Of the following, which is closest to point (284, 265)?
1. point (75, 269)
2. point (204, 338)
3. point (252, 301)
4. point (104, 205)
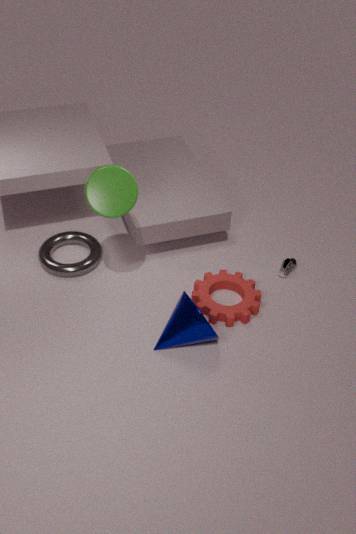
point (252, 301)
